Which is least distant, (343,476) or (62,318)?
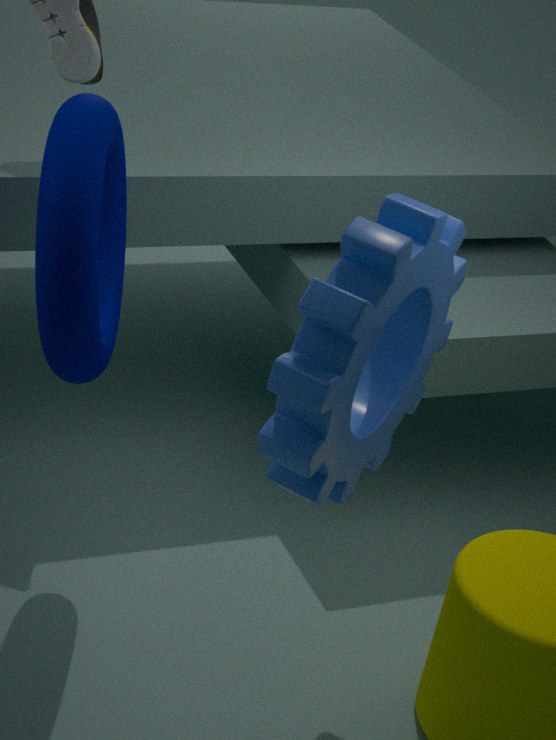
(62,318)
